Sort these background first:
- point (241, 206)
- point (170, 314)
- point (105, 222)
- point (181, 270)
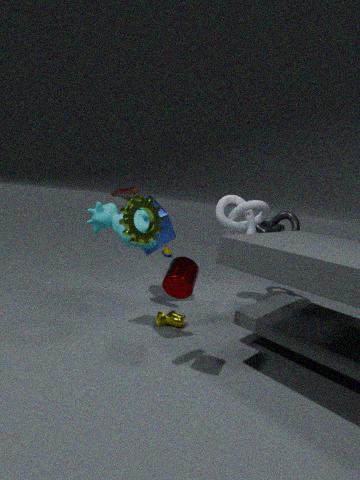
point (241, 206) < point (170, 314) < point (105, 222) < point (181, 270)
